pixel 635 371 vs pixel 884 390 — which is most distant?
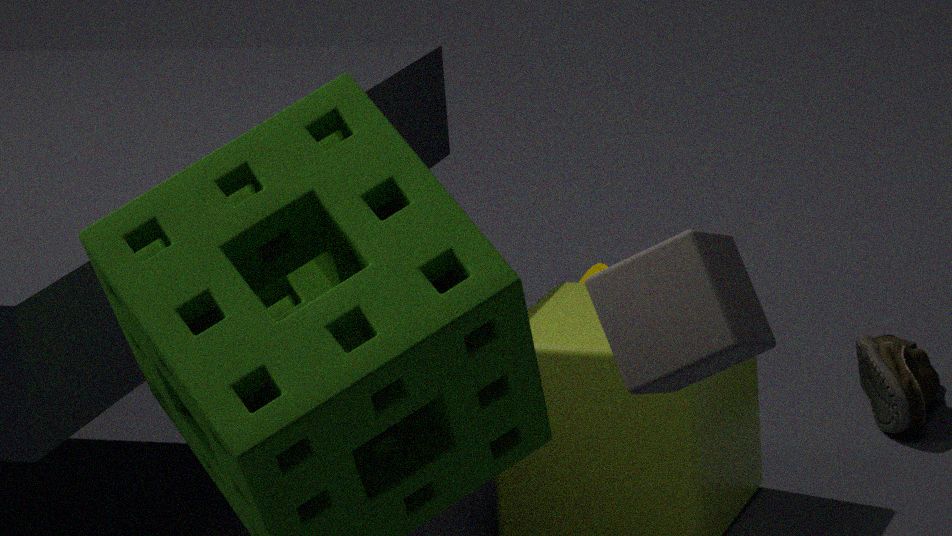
pixel 884 390
